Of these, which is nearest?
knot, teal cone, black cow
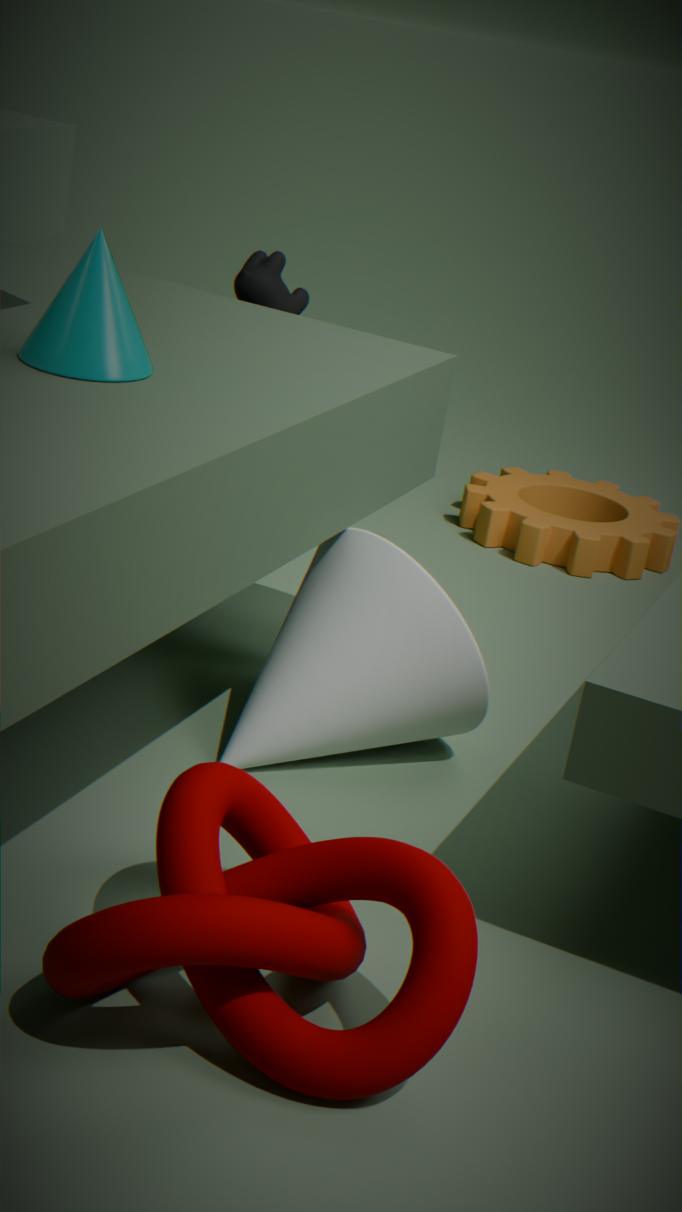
knot
